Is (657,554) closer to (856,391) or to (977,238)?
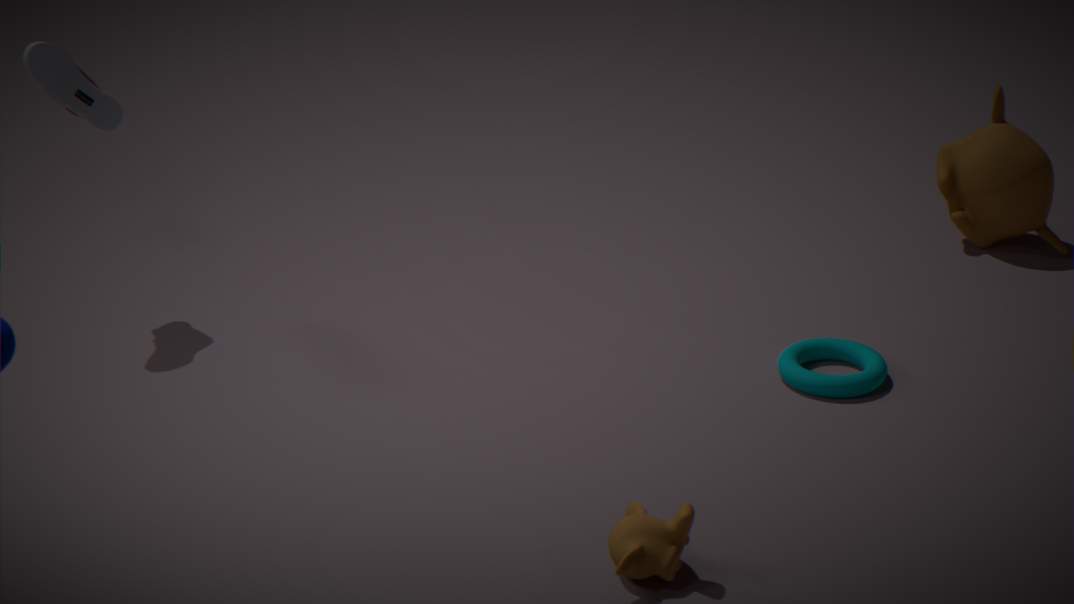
(856,391)
